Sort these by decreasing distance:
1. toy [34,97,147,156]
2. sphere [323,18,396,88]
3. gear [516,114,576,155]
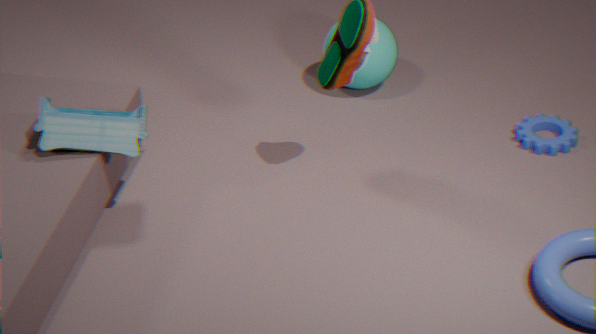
sphere [323,18,396,88]
gear [516,114,576,155]
toy [34,97,147,156]
